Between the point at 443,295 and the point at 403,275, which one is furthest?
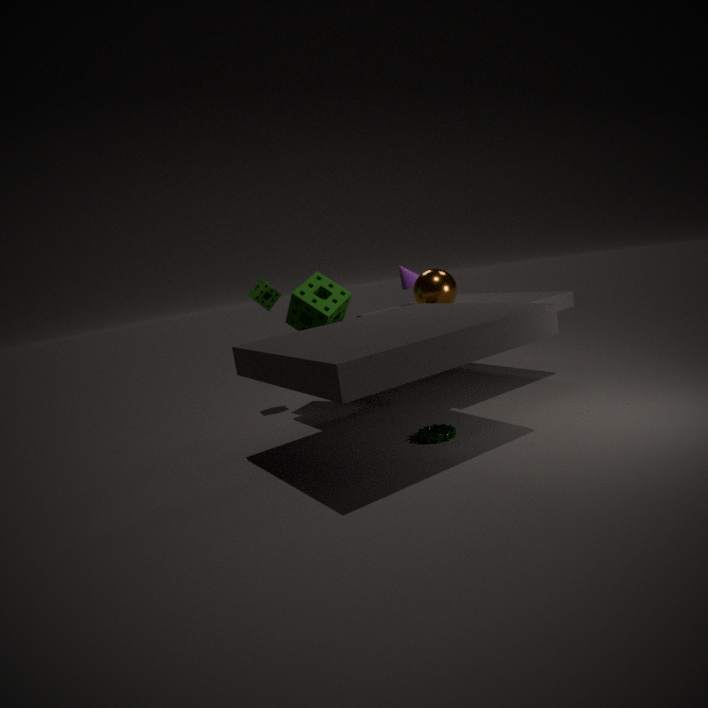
the point at 403,275
